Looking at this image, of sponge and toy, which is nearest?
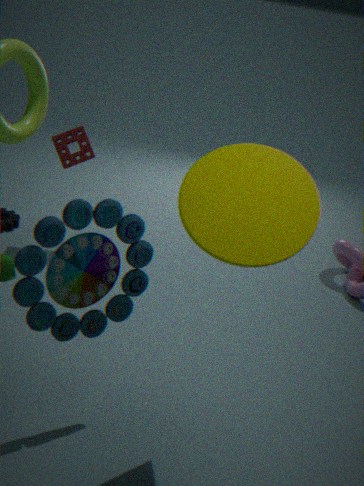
toy
